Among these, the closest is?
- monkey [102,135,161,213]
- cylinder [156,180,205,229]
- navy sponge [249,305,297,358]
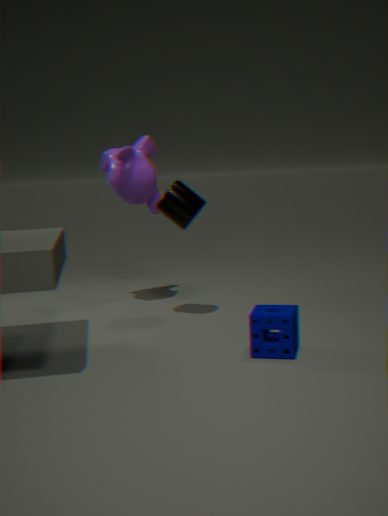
navy sponge [249,305,297,358]
